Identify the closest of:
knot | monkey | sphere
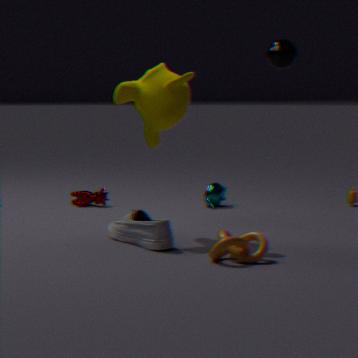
knot
